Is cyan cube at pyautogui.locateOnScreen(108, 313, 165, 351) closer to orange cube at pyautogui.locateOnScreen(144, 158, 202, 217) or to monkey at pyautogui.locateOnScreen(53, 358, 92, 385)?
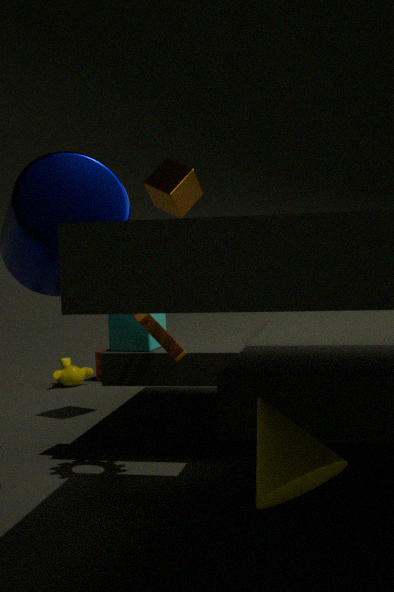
orange cube at pyautogui.locateOnScreen(144, 158, 202, 217)
